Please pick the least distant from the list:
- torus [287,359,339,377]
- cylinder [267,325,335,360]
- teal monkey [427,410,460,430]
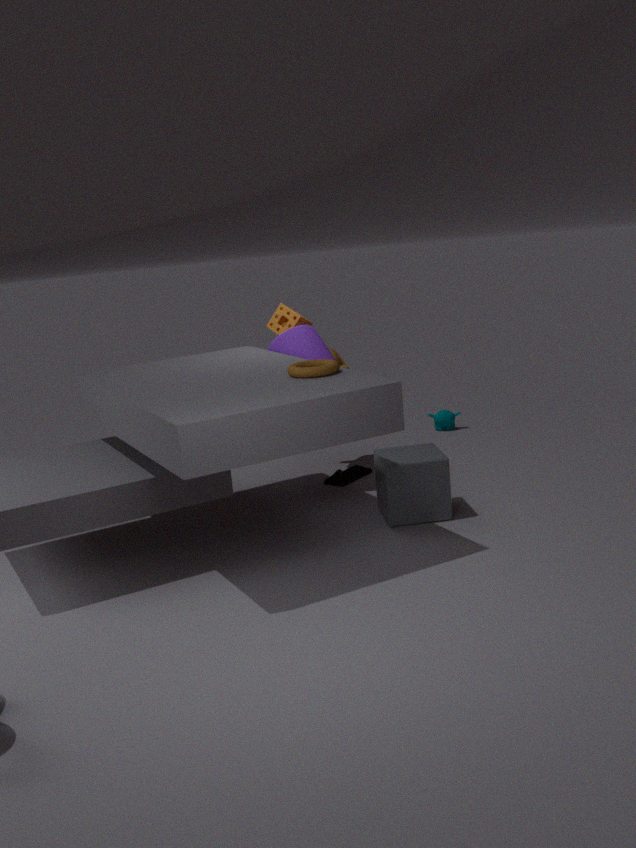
torus [287,359,339,377]
